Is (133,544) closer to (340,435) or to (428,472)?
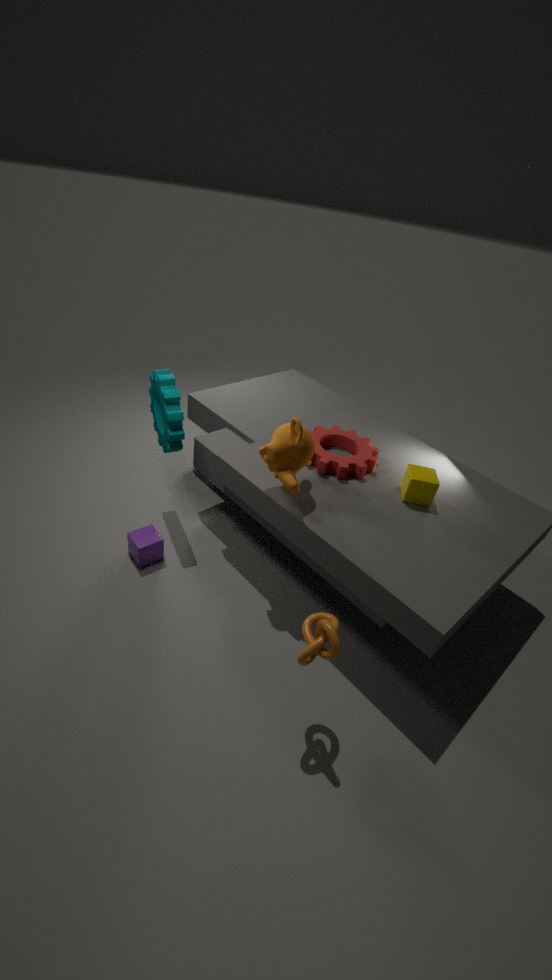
(340,435)
